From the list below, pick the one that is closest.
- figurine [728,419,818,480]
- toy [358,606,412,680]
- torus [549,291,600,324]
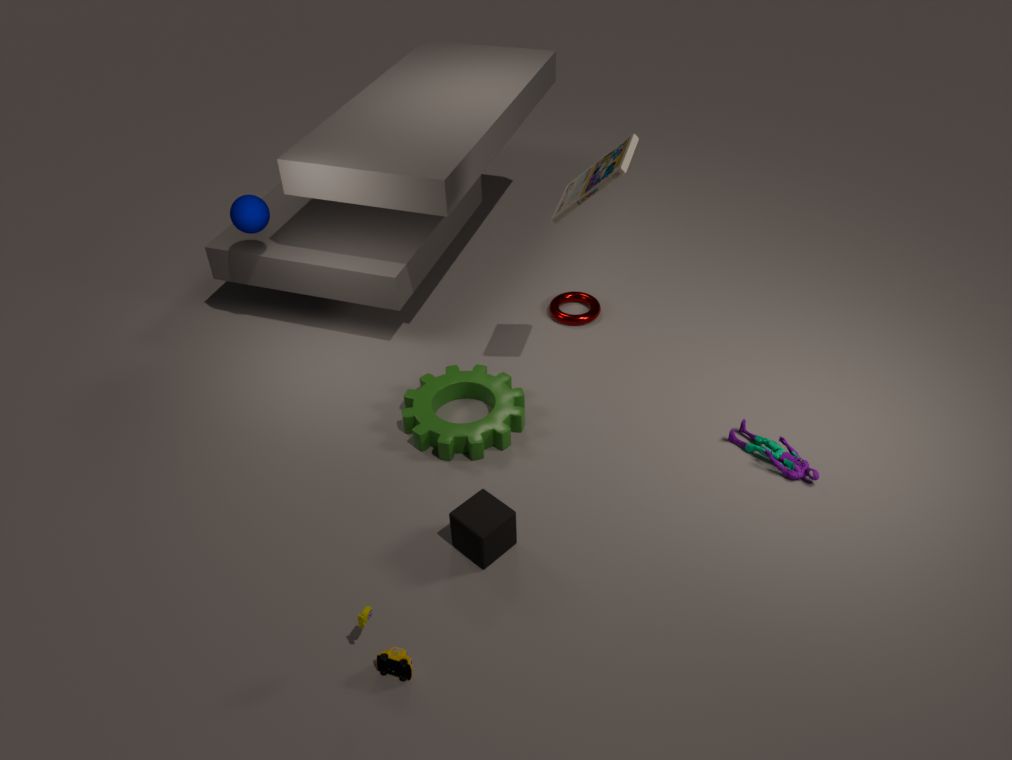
toy [358,606,412,680]
